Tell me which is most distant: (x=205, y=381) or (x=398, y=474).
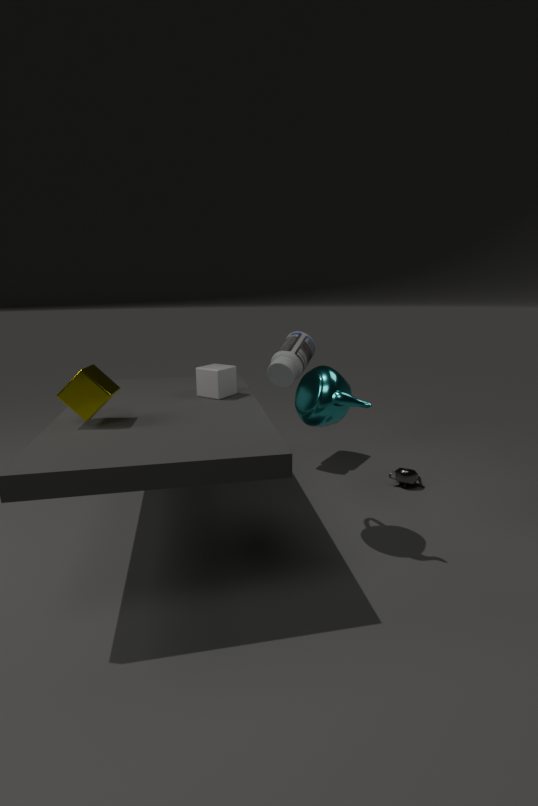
(x=398, y=474)
